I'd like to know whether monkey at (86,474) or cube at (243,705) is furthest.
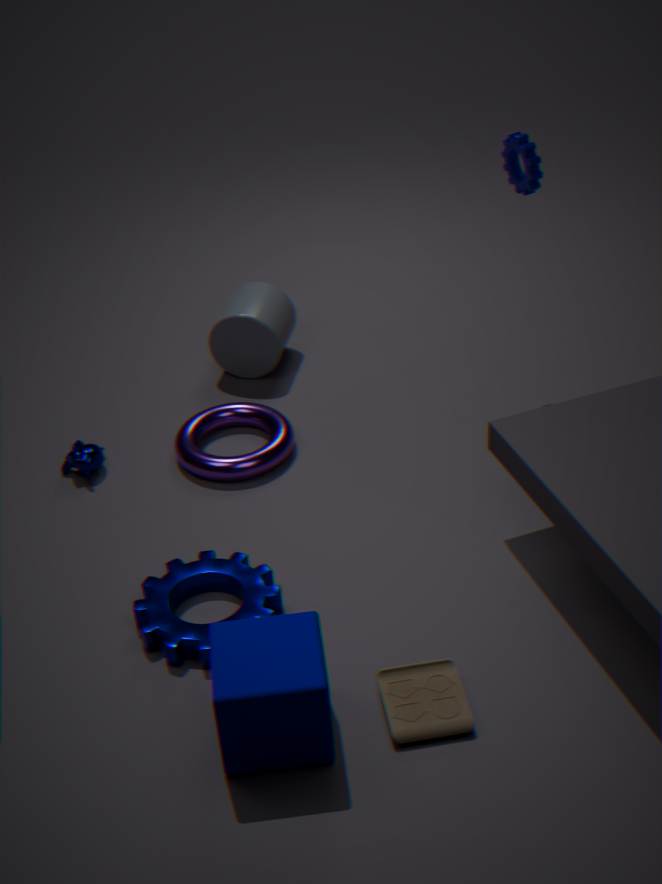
monkey at (86,474)
